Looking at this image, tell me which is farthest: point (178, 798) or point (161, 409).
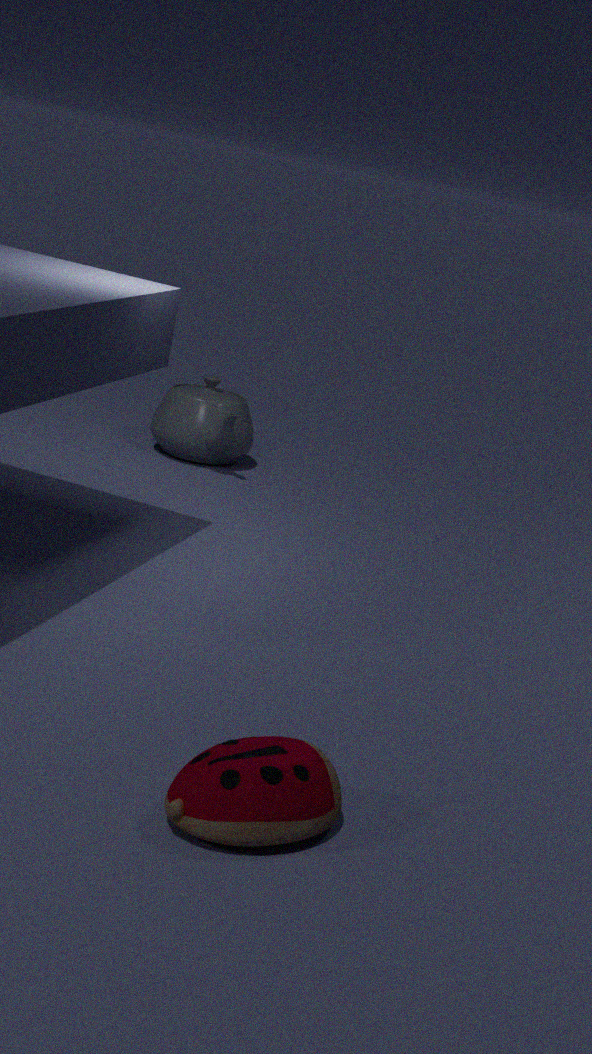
point (161, 409)
